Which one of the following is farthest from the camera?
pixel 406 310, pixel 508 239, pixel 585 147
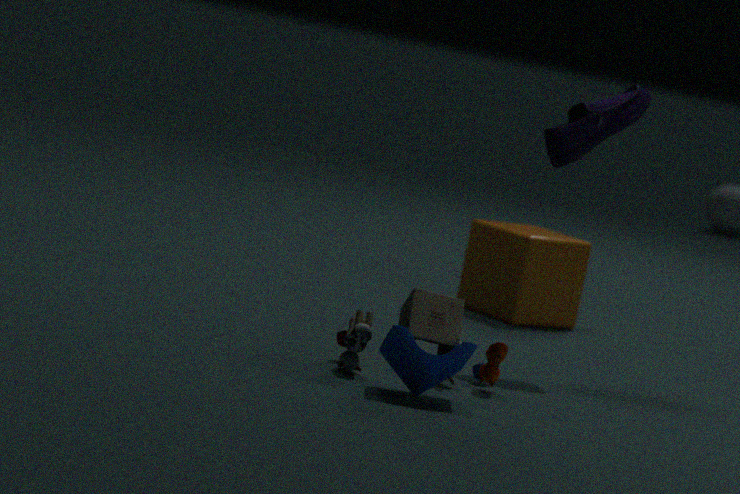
pixel 508 239
